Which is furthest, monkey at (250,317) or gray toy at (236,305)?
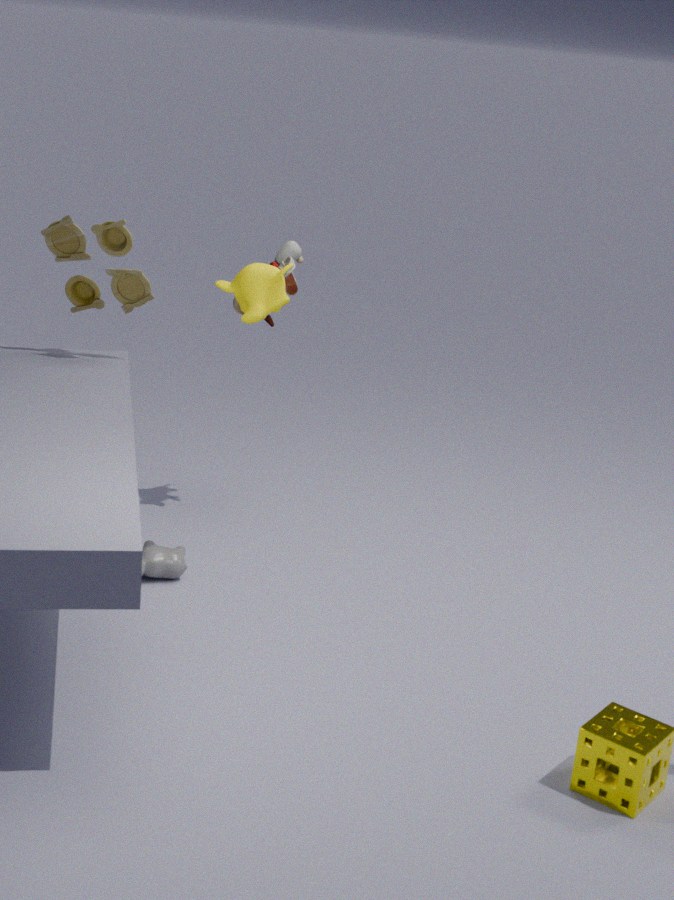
gray toy at (236,305)
